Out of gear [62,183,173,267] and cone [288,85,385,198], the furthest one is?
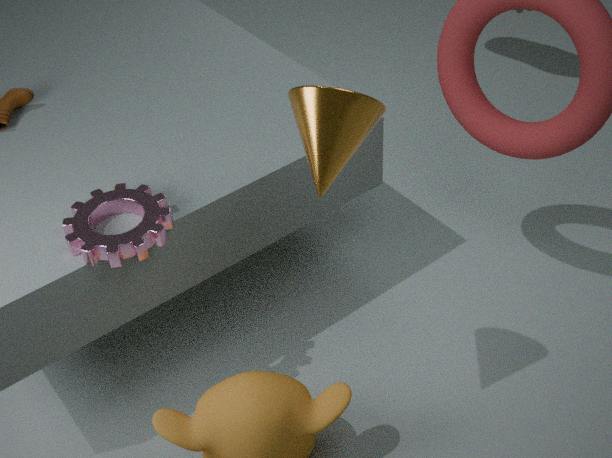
gear [62,183,173,267]
